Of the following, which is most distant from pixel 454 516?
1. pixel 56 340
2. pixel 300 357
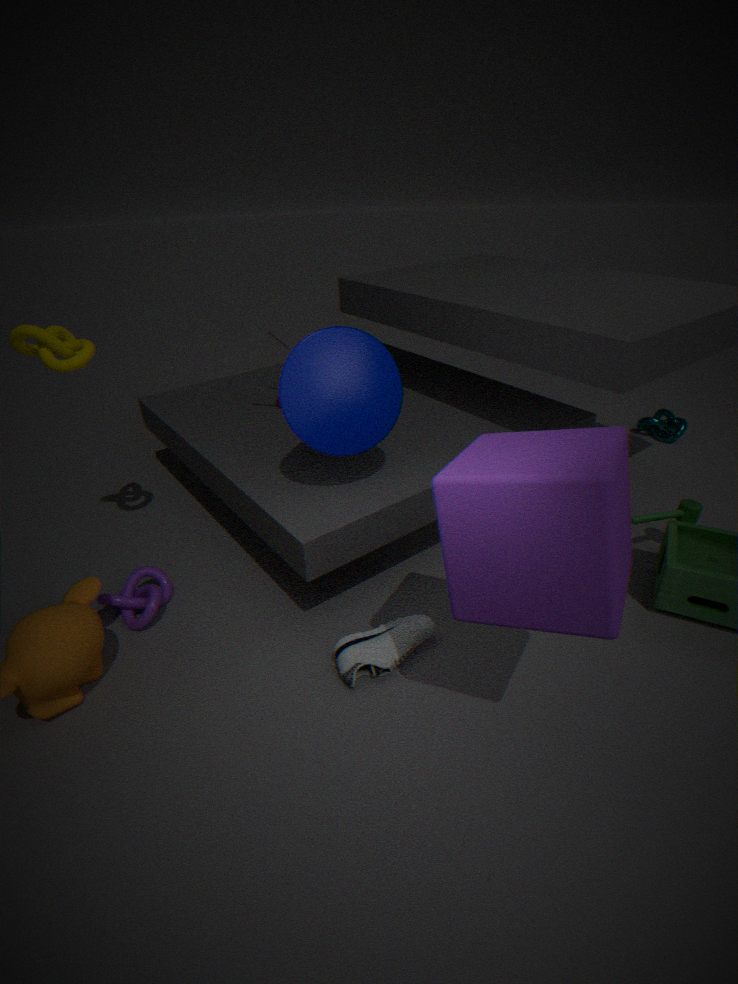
pixel 56 340
